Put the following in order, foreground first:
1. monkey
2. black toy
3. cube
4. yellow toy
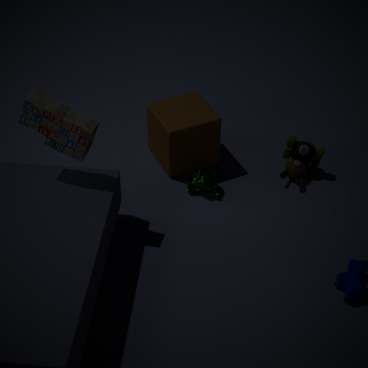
black toy, monkey, cube, yellow toy
